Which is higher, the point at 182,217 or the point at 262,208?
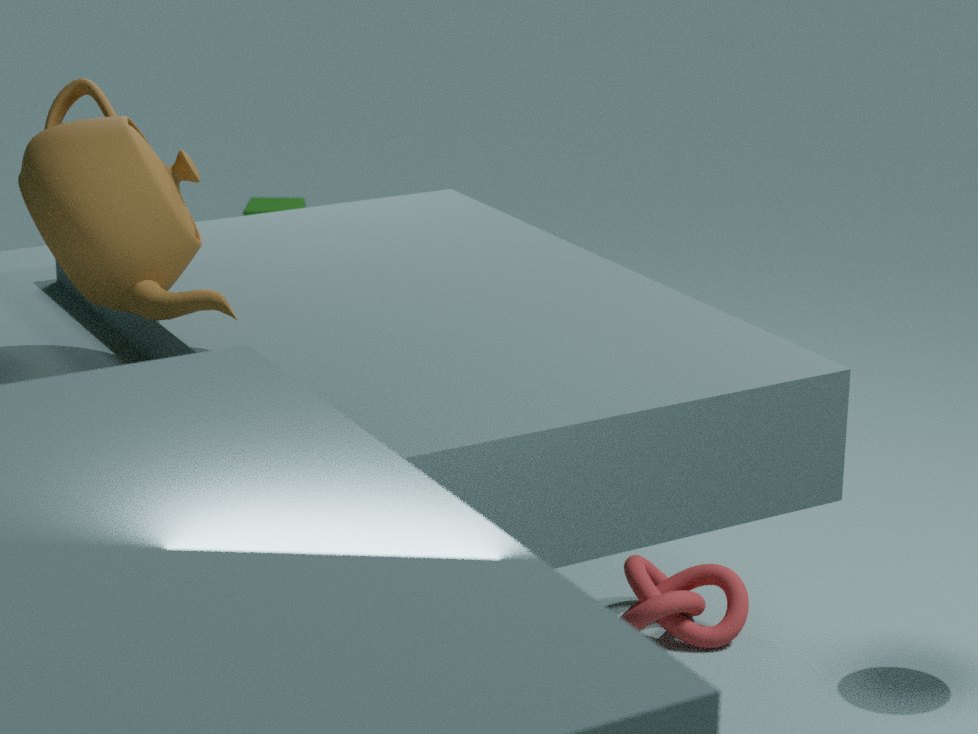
the point at 182,217
